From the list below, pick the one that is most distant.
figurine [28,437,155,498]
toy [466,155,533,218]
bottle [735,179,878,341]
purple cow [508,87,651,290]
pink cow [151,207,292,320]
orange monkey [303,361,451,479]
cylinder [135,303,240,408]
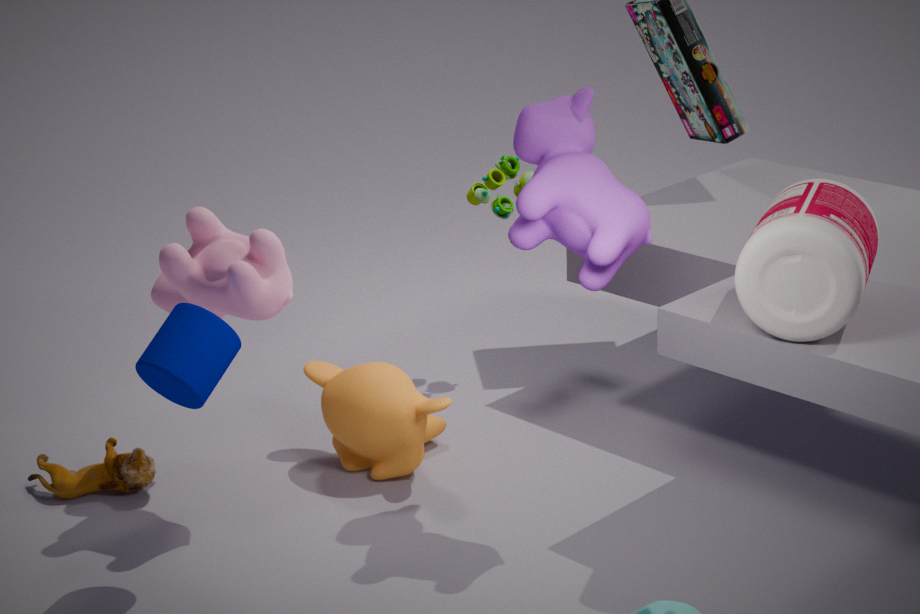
toy [466,155,533,218]
